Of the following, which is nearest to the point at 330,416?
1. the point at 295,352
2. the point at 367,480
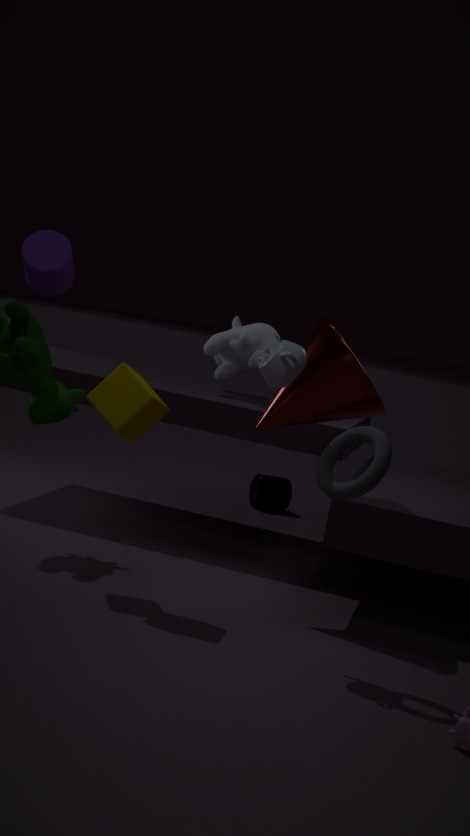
the point at 295,352
